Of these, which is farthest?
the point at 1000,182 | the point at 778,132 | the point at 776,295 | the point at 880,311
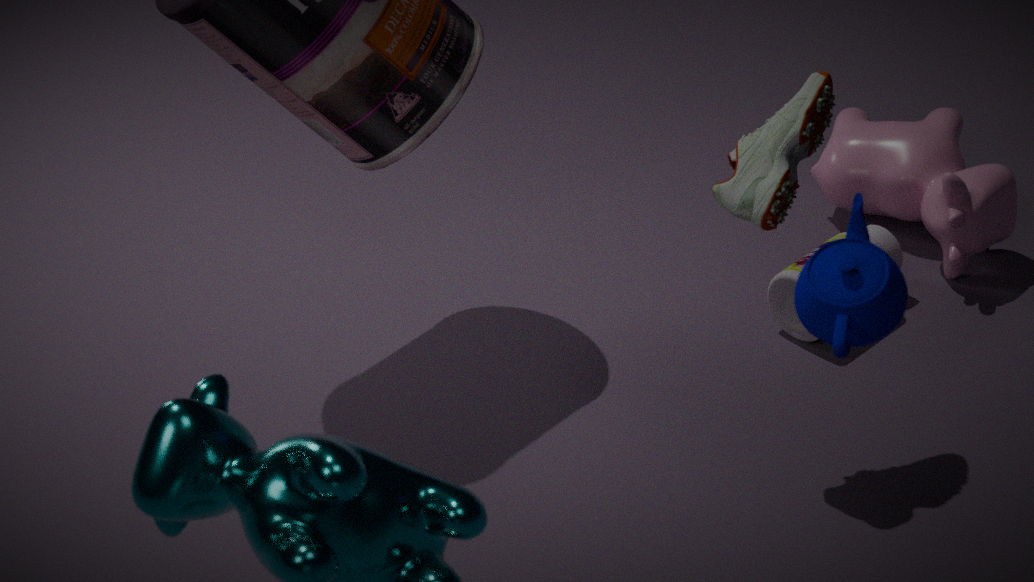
the point at 1000,182
